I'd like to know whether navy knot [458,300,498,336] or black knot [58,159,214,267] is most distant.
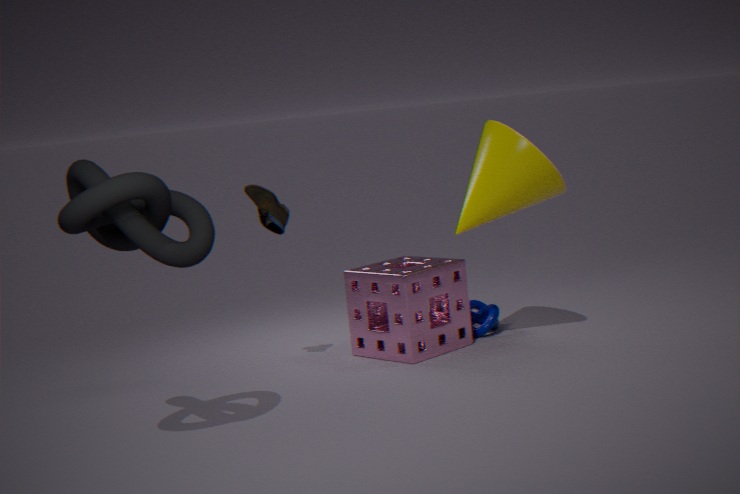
navy knot [458,300,498,336]
